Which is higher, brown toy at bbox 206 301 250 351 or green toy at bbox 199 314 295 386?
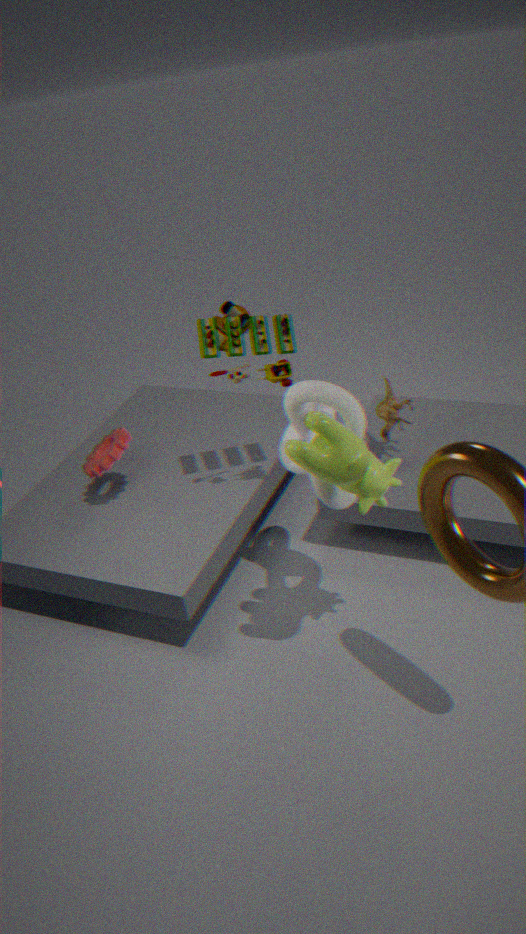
green toy at bbox 199 314 295 386
